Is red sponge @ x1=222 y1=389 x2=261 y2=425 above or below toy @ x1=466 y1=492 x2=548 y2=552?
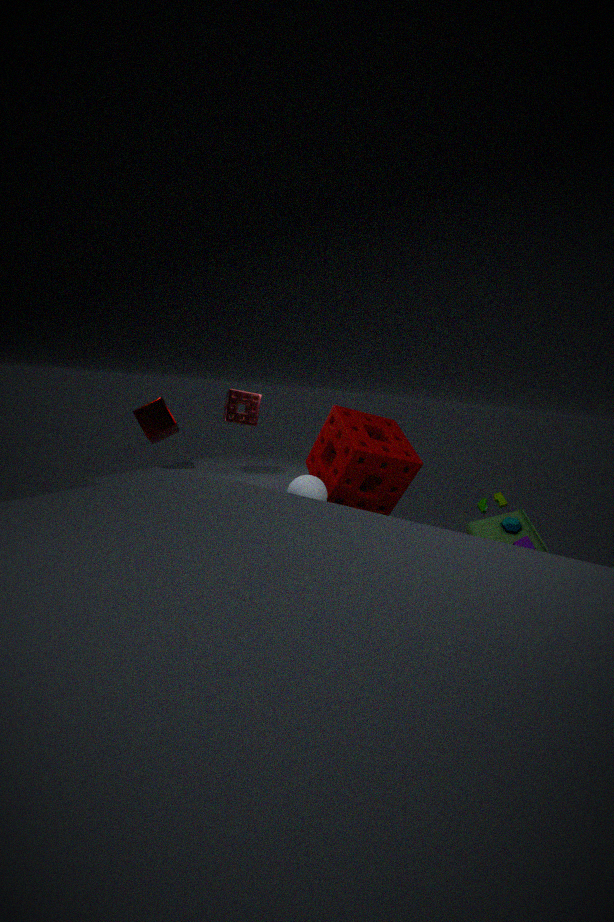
above
